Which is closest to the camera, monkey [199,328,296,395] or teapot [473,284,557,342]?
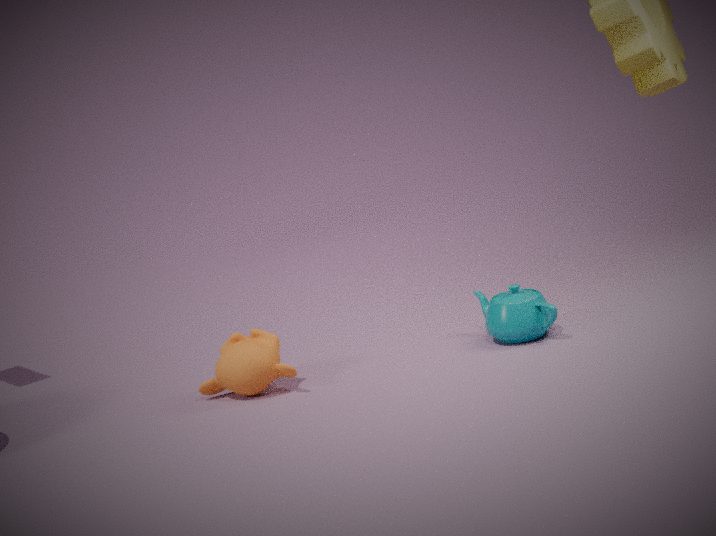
monkey [199,328,296,395]
